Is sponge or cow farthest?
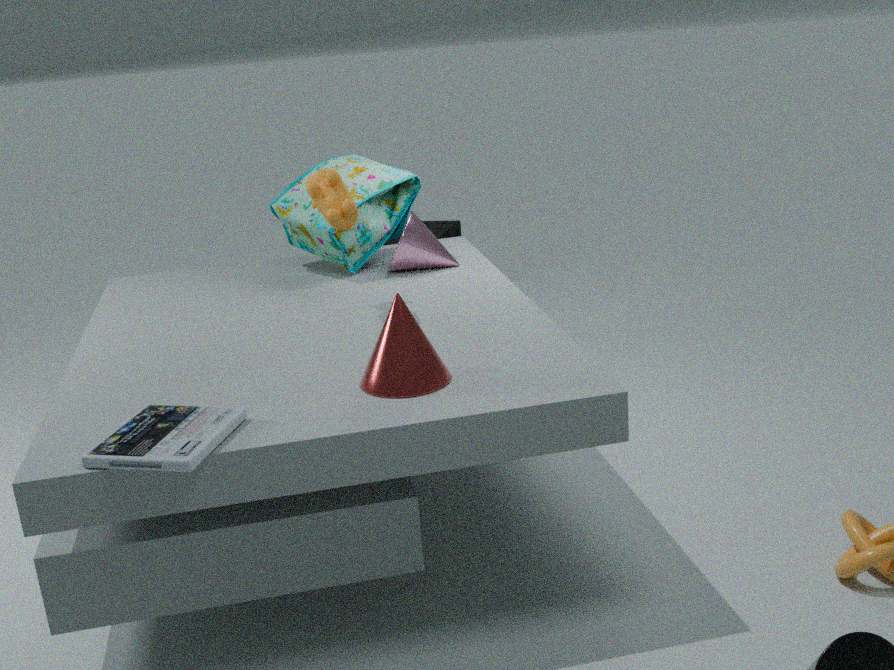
sponge
